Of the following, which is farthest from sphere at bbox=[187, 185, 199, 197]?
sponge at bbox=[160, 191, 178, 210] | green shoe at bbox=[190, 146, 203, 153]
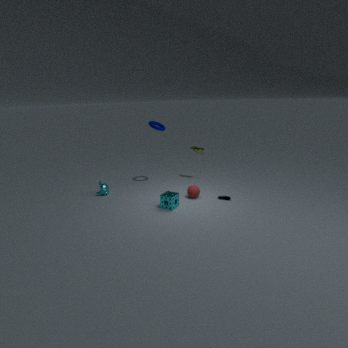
green shoe at bbox=[190, 146, 203, 153]
